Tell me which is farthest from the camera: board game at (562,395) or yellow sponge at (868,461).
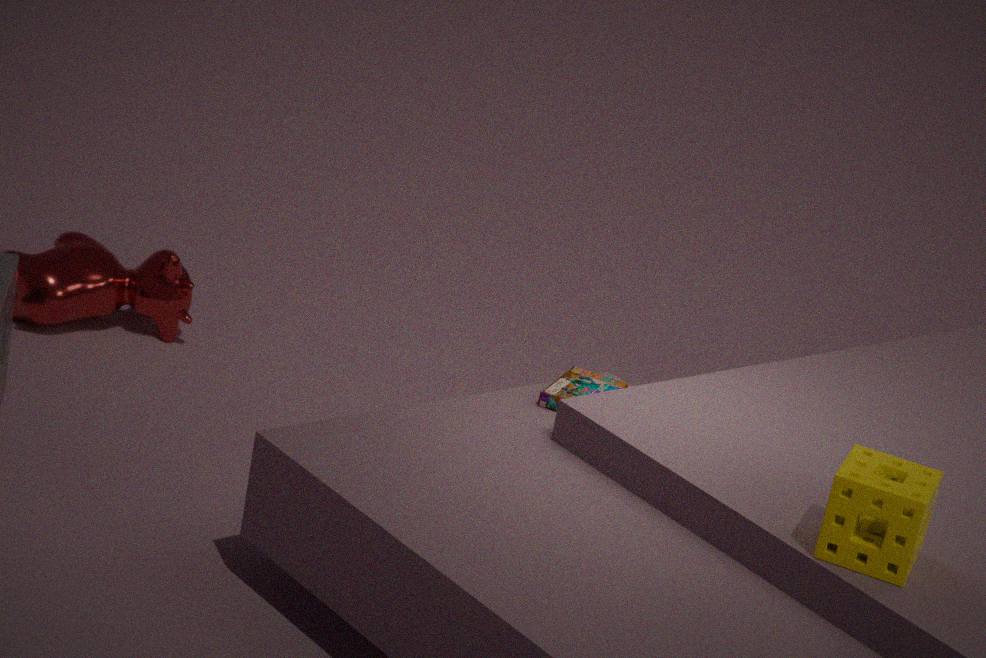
Result: board game at (562,395)
